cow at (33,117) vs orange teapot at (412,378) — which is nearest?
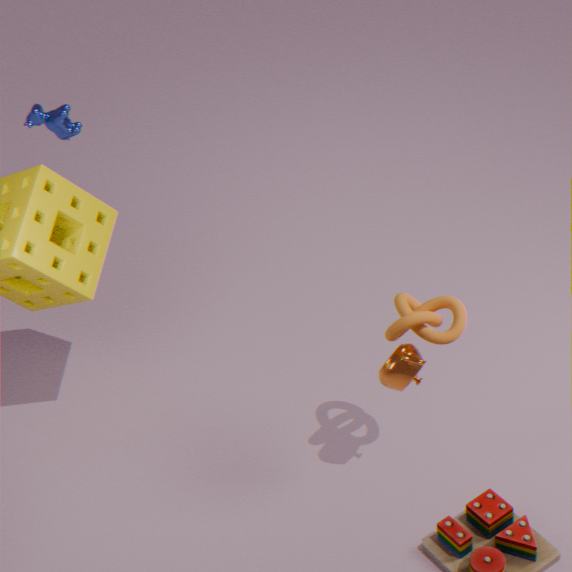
orange teapot at (412,378)
